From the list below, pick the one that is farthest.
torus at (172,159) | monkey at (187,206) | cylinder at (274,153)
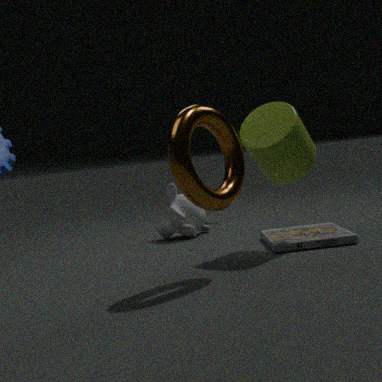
monkey at (187,206)
